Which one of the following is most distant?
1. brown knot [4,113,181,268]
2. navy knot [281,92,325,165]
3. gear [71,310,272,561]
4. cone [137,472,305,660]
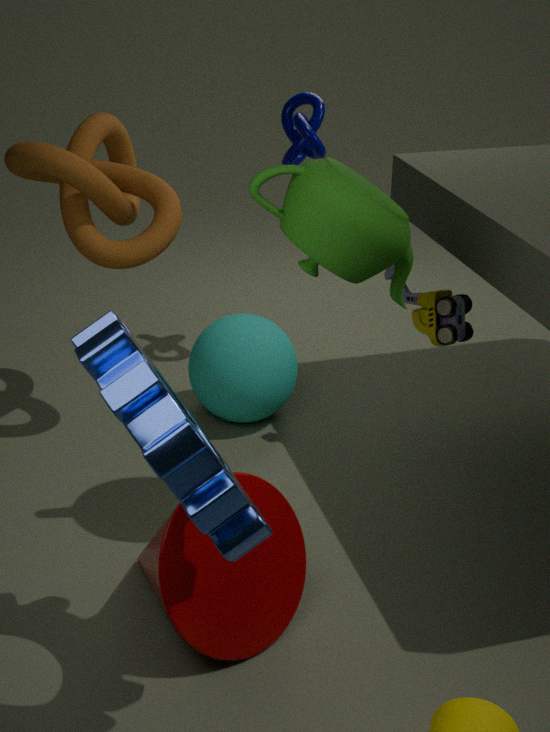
navy knot [281,92,325,165]
